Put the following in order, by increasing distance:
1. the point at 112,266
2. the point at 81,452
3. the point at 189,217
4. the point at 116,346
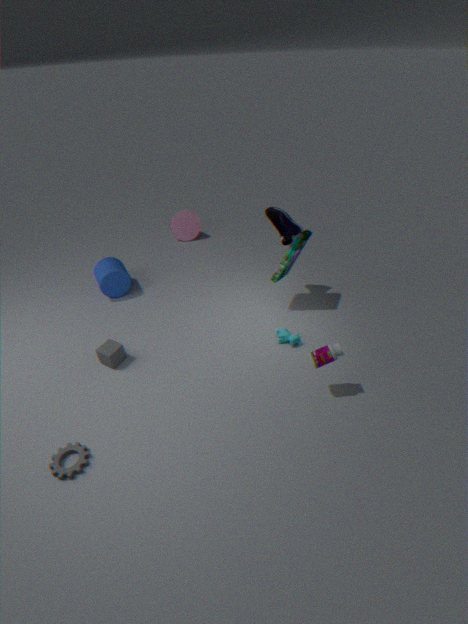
the point at 81,452
the point at 116,346
the point at 112,266
the point at 189,217
